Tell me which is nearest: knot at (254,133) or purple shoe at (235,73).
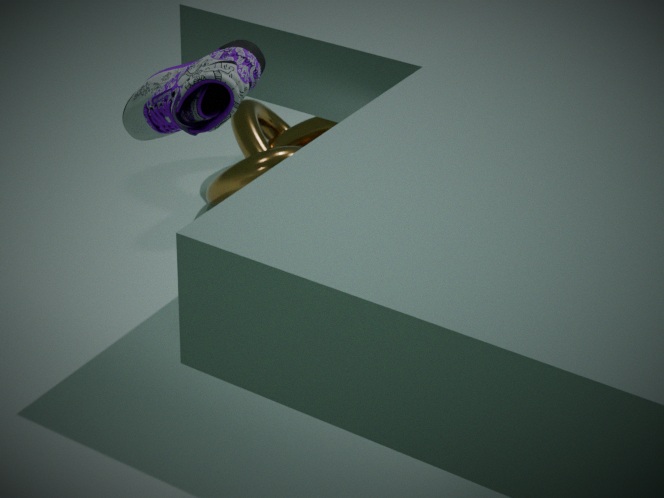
purple shoe at (235,73)
